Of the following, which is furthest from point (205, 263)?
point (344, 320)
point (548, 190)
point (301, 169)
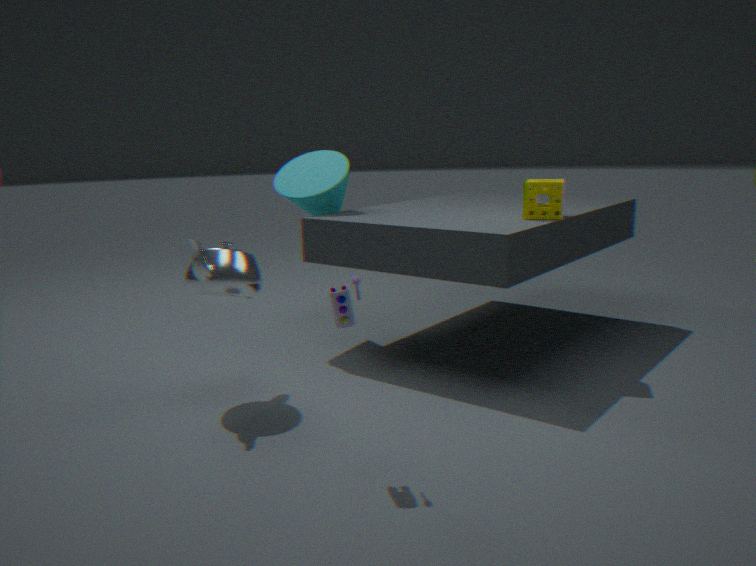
point (548, 190)
